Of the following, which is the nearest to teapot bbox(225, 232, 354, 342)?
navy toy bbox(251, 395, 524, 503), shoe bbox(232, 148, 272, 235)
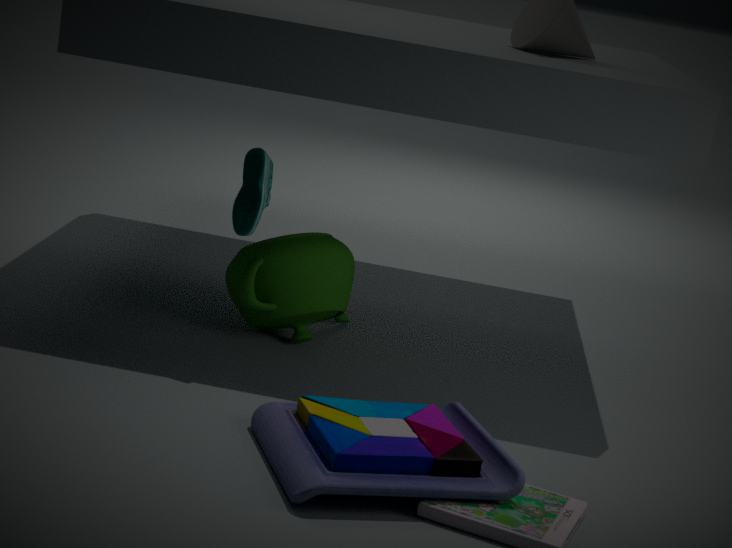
shoe bbox(232, 148, 272, 235)
